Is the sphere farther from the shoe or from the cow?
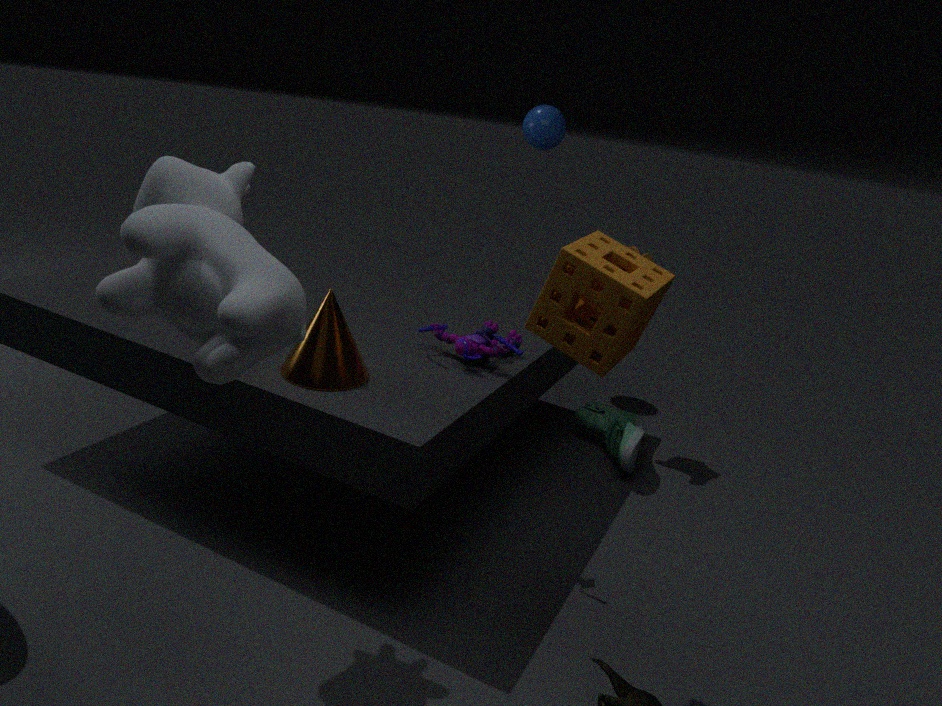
the cow
